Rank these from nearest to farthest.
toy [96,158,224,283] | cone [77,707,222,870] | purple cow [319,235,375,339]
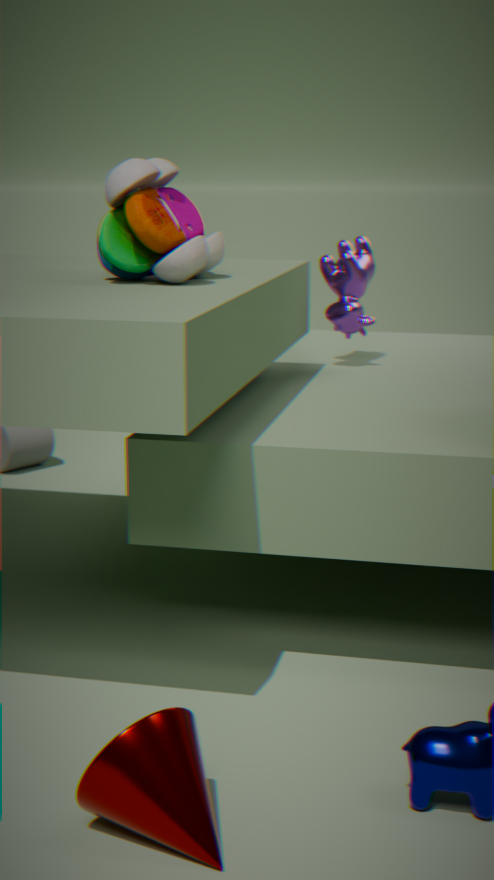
1. cone [77,707,222,870]
2. toy [96,158,224,283]
3. purple cow [319,235,375,339]
